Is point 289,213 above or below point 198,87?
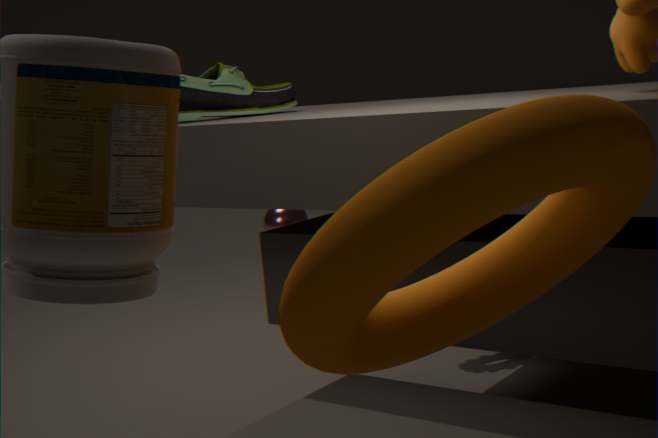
below
